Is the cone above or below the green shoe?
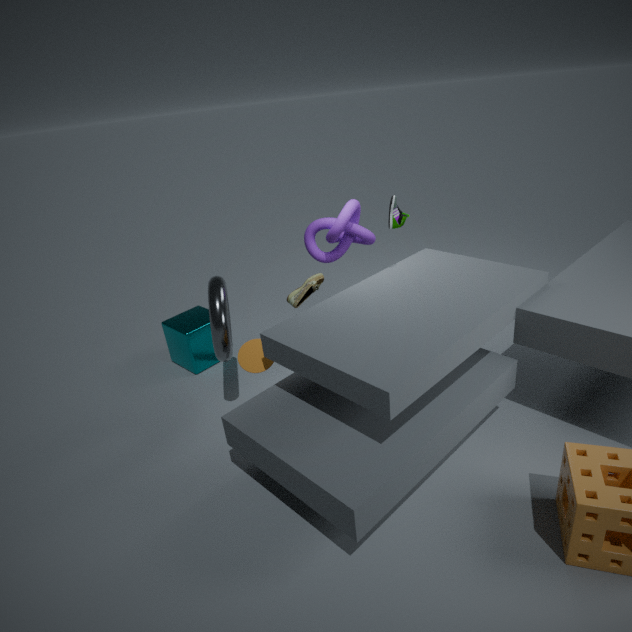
below
